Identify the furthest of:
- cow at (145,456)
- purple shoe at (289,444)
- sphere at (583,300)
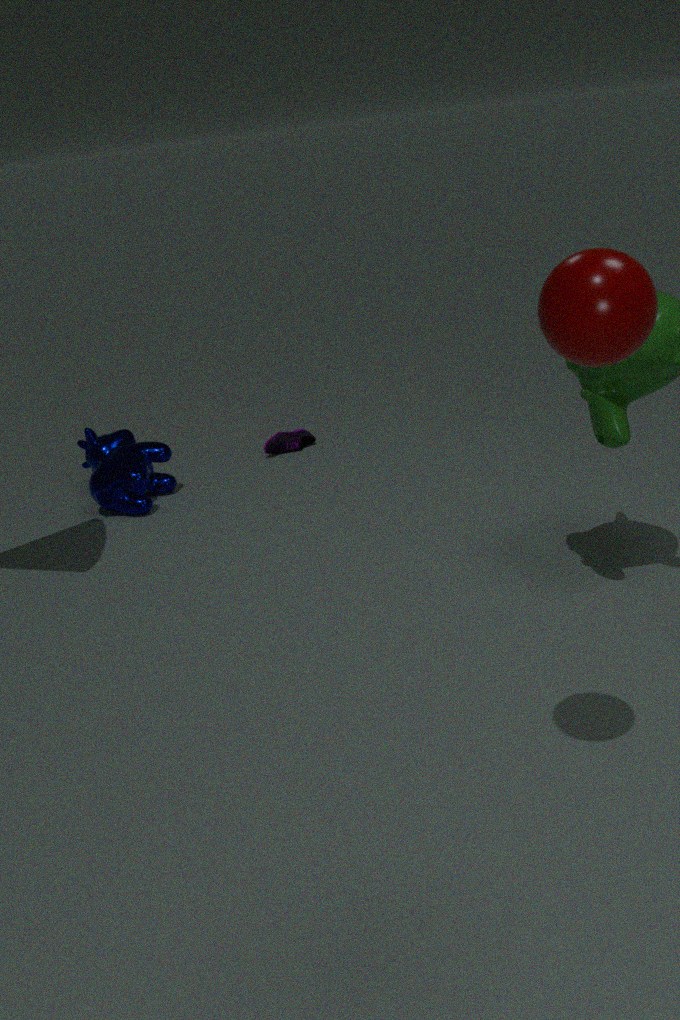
purple shoe at (289,444)
